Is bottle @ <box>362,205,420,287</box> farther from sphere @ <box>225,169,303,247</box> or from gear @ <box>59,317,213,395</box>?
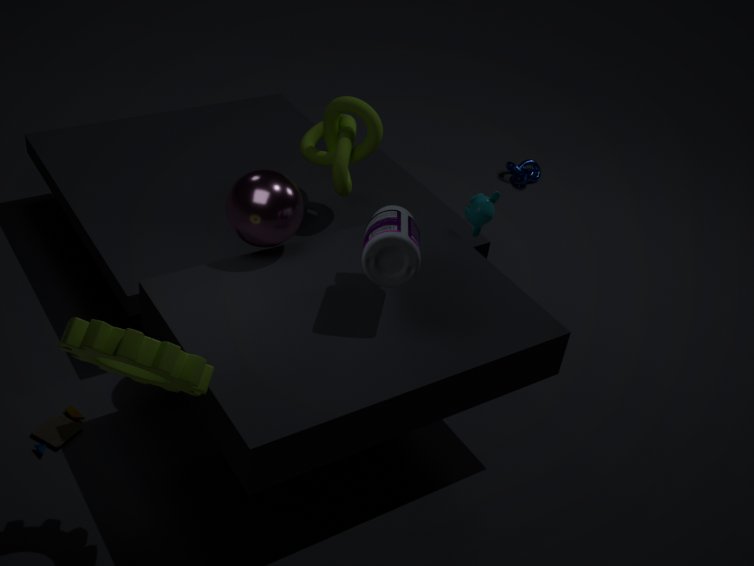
gear @ <box>59,317,213,395</box>
